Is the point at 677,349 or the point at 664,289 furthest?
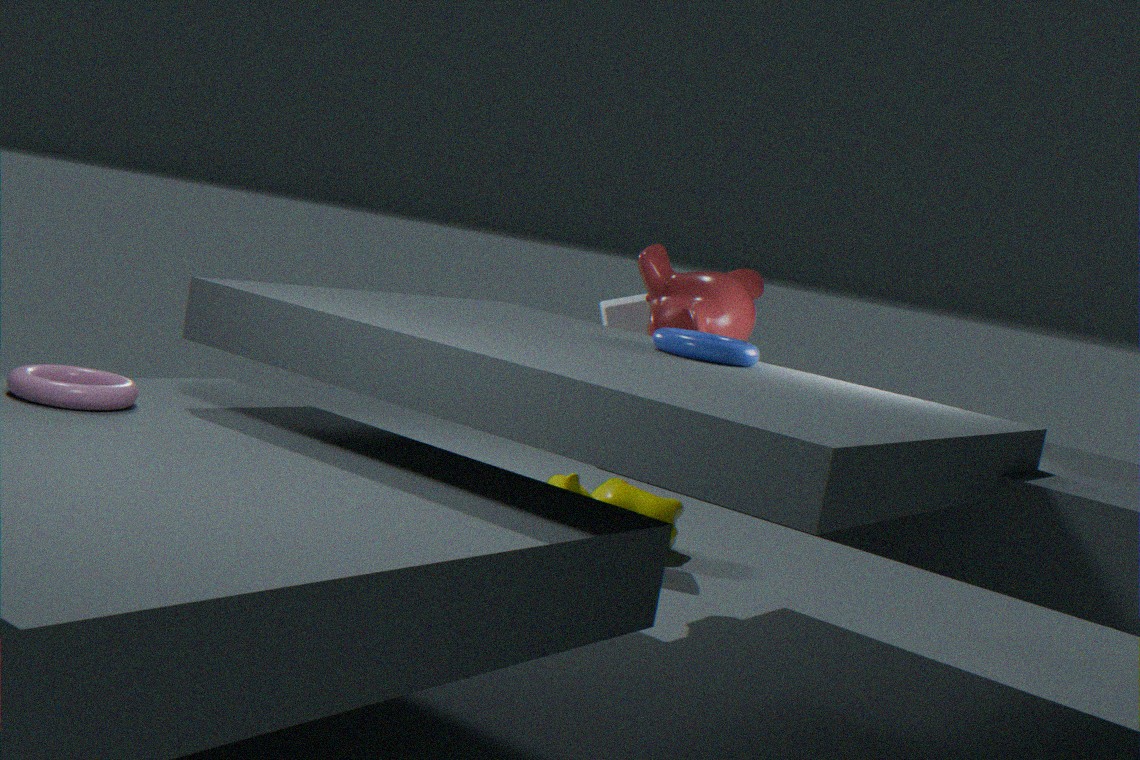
the point at 664,289
